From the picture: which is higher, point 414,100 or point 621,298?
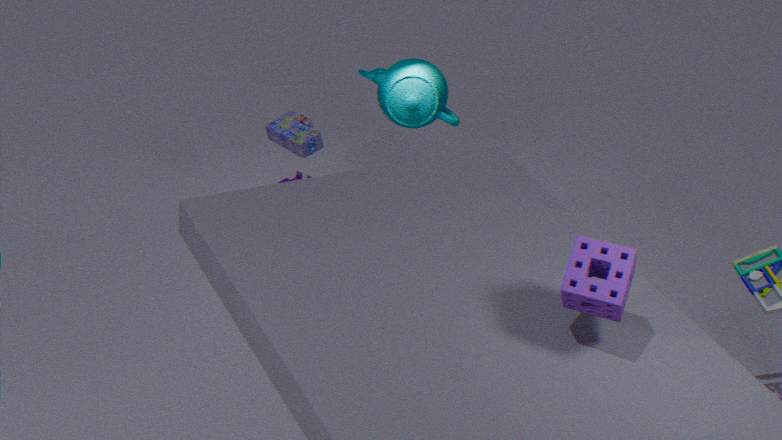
point 621,298
